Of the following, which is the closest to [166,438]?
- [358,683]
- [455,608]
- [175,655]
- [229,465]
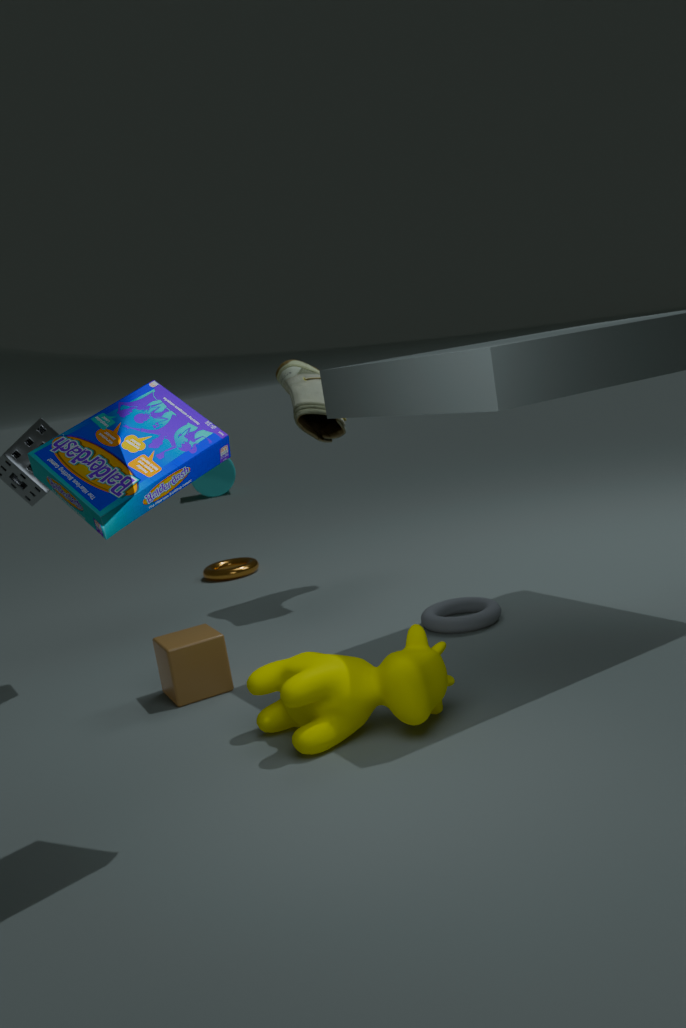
[358,683]
